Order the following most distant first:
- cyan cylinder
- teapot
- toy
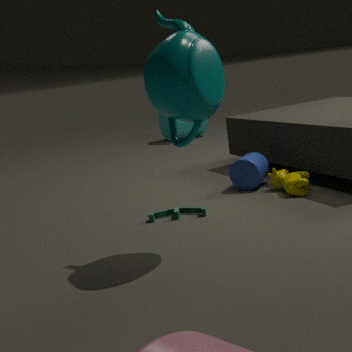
1. cyan cylinder
2. toy
3. teapot
